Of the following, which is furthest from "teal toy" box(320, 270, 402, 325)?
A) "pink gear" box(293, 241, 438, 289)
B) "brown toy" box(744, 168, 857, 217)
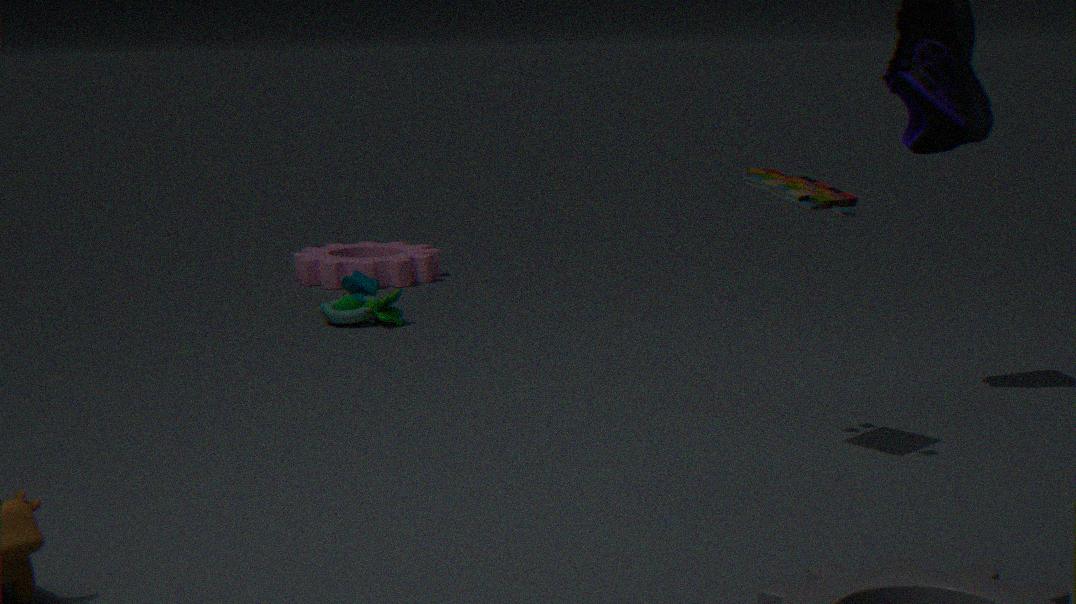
"brown toy" box(744, 168, 857, 217)
